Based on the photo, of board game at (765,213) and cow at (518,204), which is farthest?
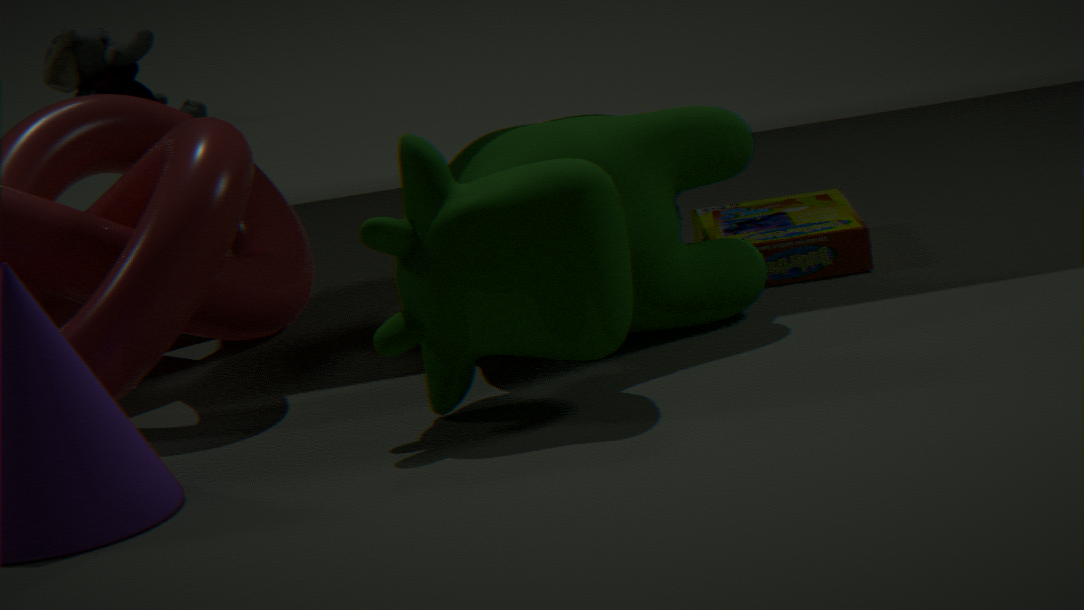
board game at (765,213)
